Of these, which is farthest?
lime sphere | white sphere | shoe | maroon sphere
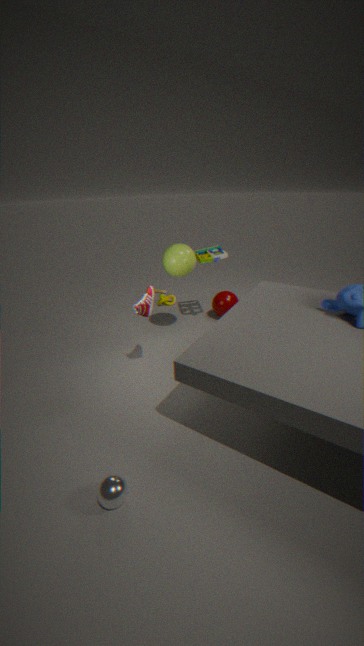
maroon sphere
